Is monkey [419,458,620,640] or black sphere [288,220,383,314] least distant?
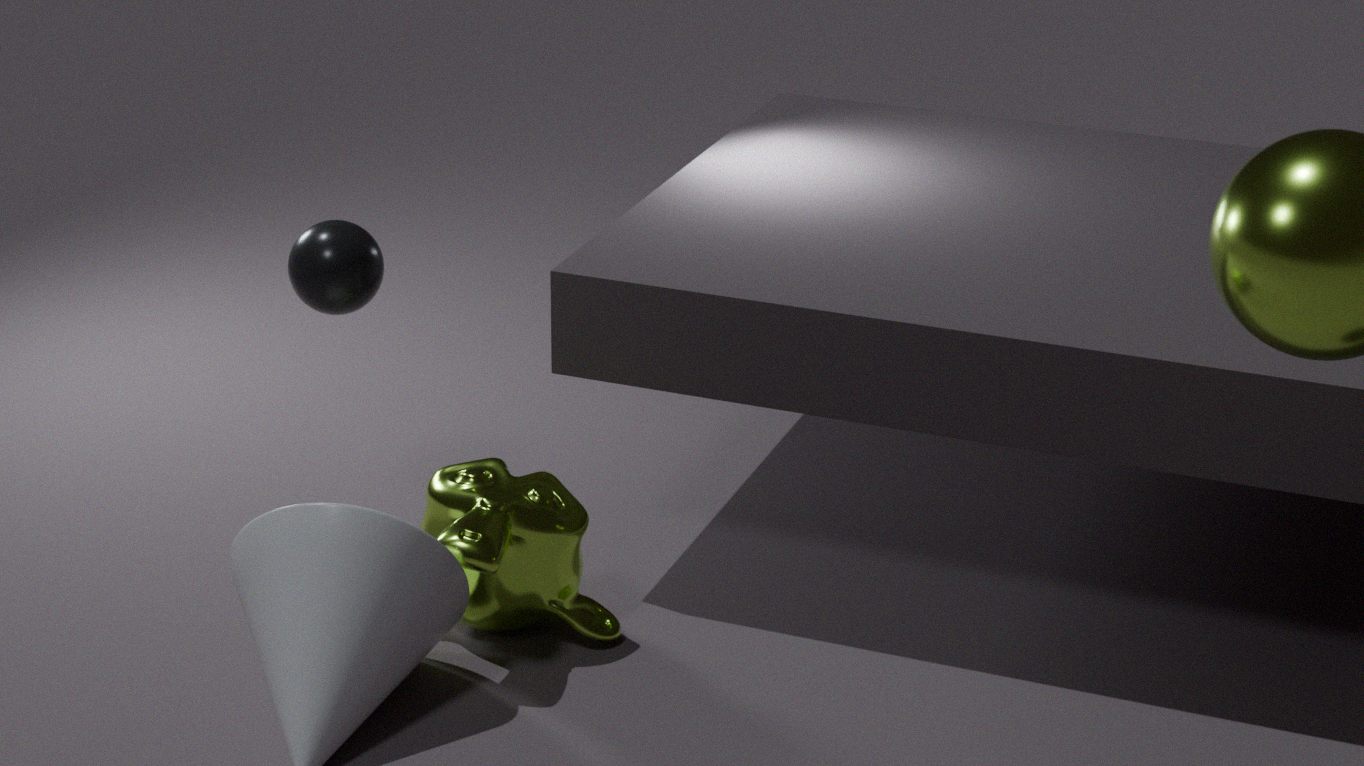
monkey [419,458,620,640]
